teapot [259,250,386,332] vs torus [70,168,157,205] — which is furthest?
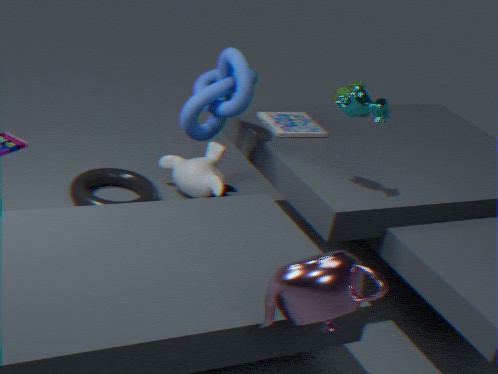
torus [70,168,157,205]
